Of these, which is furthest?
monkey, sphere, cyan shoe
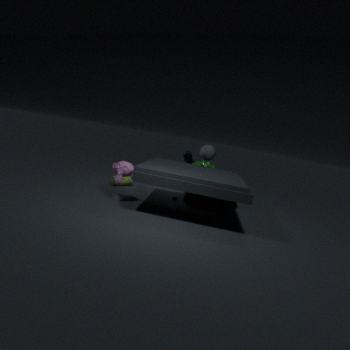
sphere
